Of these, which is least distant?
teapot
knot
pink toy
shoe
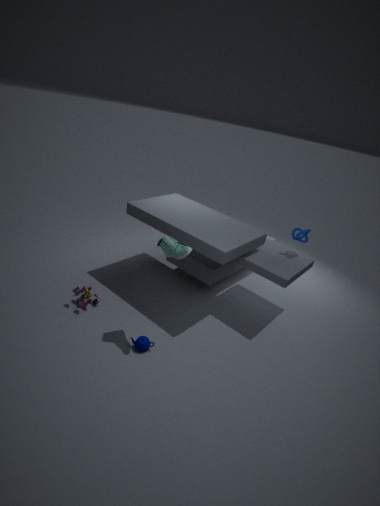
shoe
